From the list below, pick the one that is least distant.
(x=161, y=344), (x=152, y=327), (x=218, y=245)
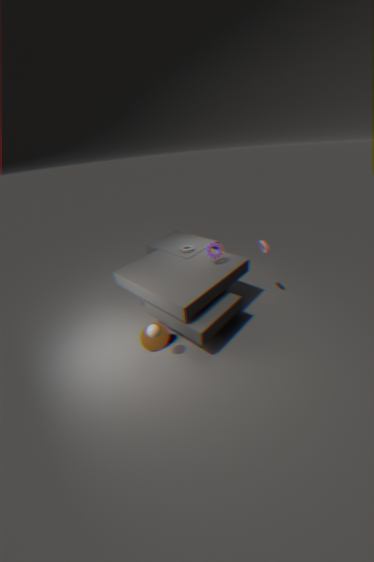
(x=152, y=327)
